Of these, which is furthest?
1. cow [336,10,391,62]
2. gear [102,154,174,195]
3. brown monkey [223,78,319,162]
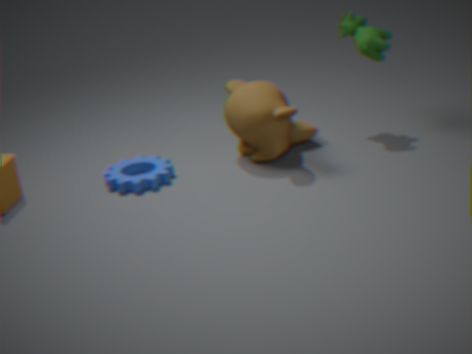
cow [336,10,391,62]
